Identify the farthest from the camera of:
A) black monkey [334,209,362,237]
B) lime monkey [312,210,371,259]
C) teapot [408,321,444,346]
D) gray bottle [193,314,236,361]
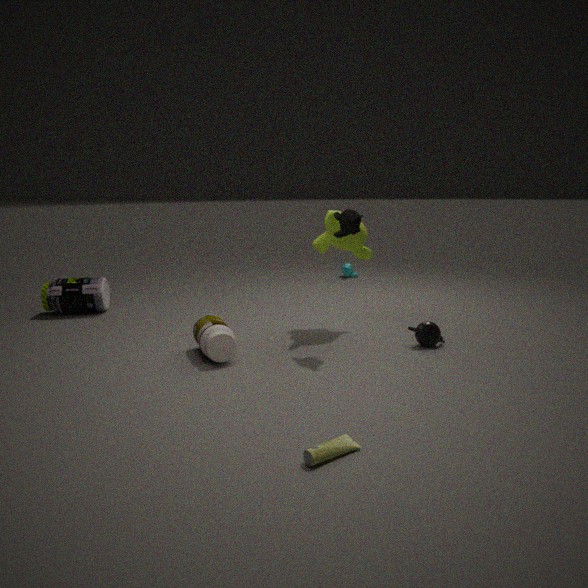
lime monkey [312,210,371,259]
